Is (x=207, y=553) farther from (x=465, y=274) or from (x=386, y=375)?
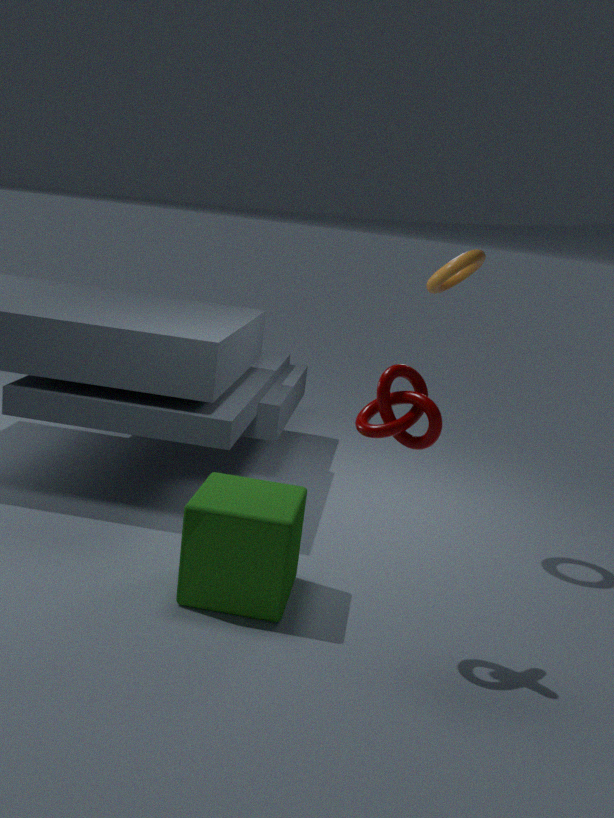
(x=465, y=274)
